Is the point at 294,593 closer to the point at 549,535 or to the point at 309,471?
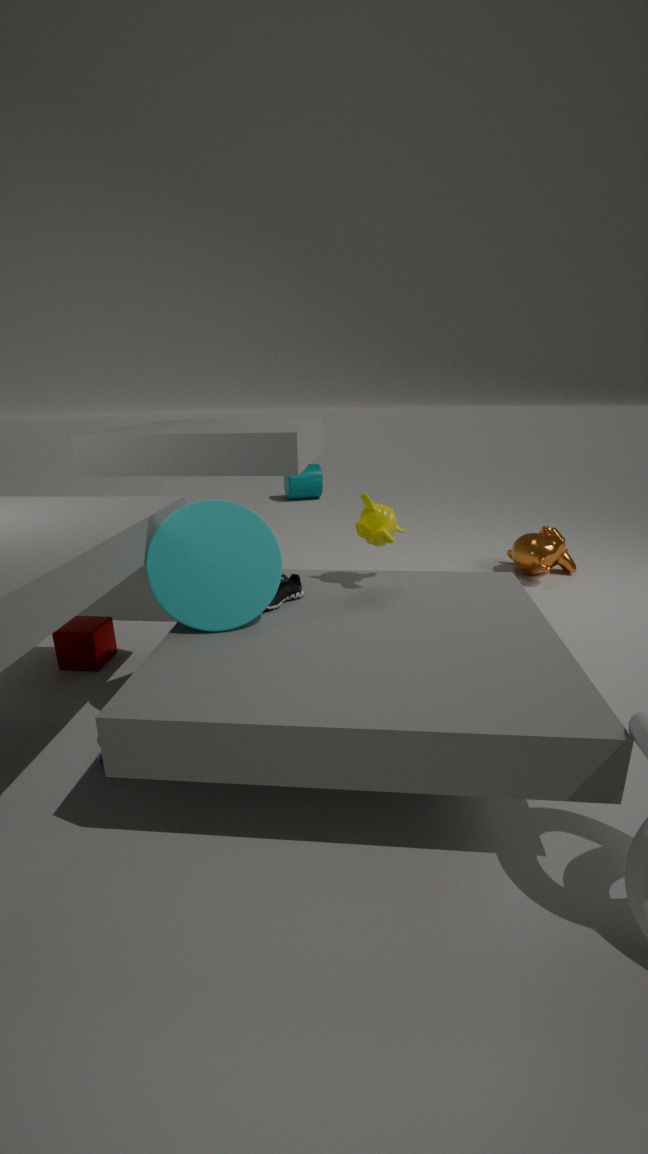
the point at 549,535
